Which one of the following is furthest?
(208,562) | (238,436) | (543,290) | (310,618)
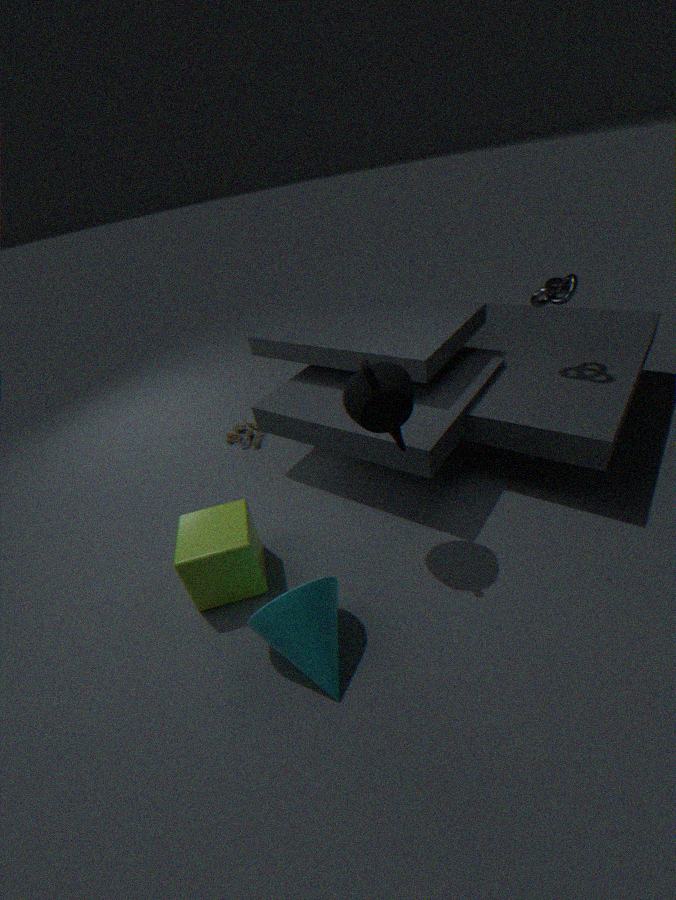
(238,436)
